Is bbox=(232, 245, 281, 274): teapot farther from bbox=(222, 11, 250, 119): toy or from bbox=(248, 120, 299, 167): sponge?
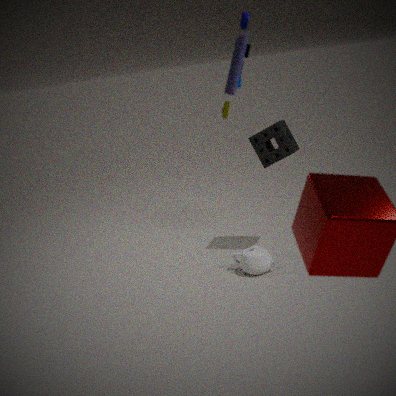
bbox=(222, 11, 250, 119): toy
